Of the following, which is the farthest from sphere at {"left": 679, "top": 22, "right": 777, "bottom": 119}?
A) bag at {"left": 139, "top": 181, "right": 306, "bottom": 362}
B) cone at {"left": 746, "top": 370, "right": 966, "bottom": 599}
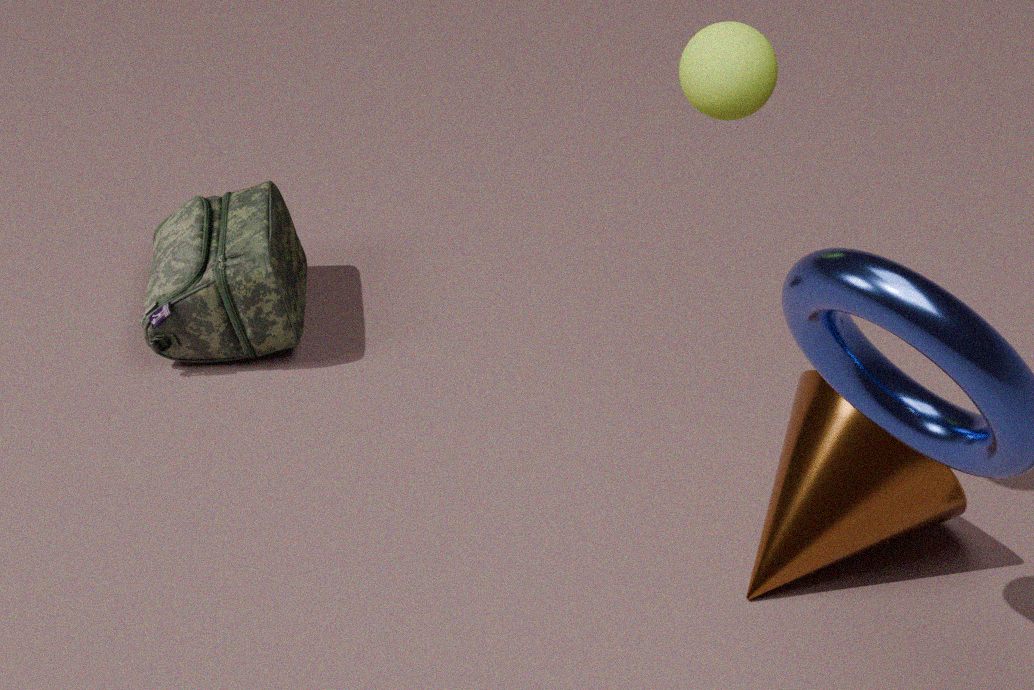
bag at {"left": 139, "top": 181, "right": 306, "bottom": 362}
